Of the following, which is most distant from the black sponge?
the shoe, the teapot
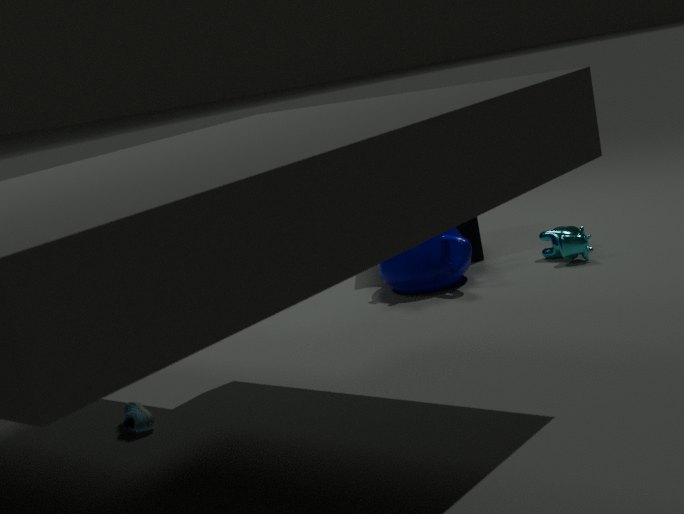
the shoe
